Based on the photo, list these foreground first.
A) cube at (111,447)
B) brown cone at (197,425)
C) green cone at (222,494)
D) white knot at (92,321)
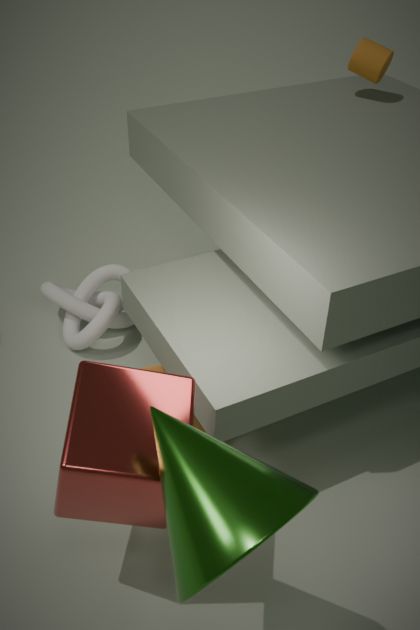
1. green cone at (222,494)
2. cube at (111,447)
3. brown cone at (197,425)
4. white knot at (92,321)
